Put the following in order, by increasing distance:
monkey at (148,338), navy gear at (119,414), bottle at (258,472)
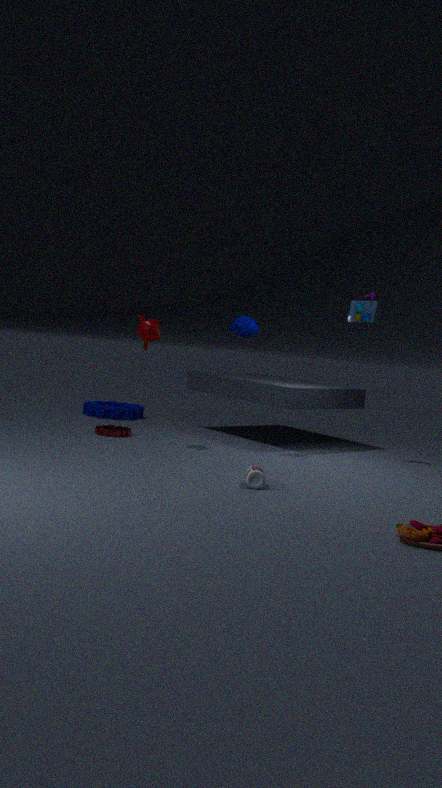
bottle at (258,472) → monkey at (148,338) → navy gear at (119,414)
